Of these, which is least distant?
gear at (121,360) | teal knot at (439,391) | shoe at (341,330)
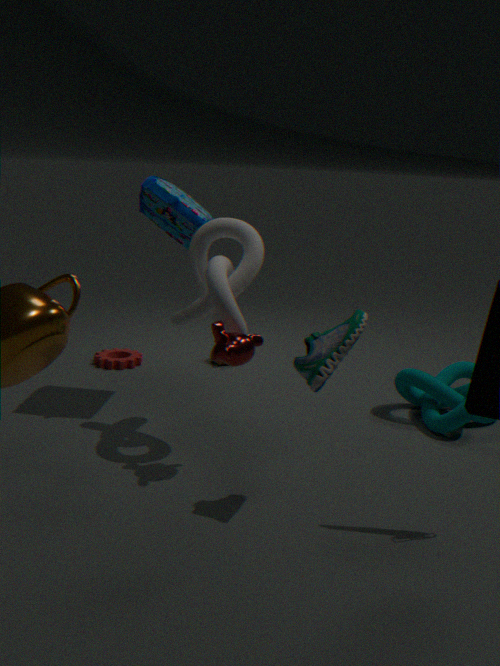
shoe at (341,330)
